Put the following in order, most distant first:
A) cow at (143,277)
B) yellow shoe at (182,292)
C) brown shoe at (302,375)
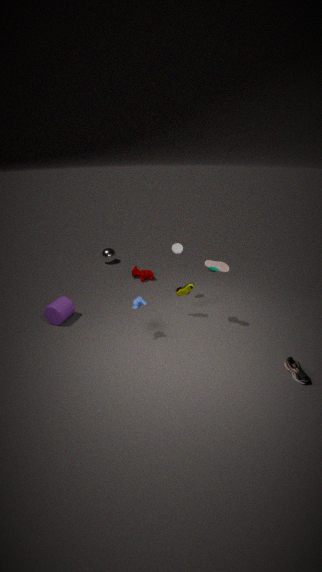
cow at (143,277), yellow shoe at (182,292), brown shoe at (302,375)
